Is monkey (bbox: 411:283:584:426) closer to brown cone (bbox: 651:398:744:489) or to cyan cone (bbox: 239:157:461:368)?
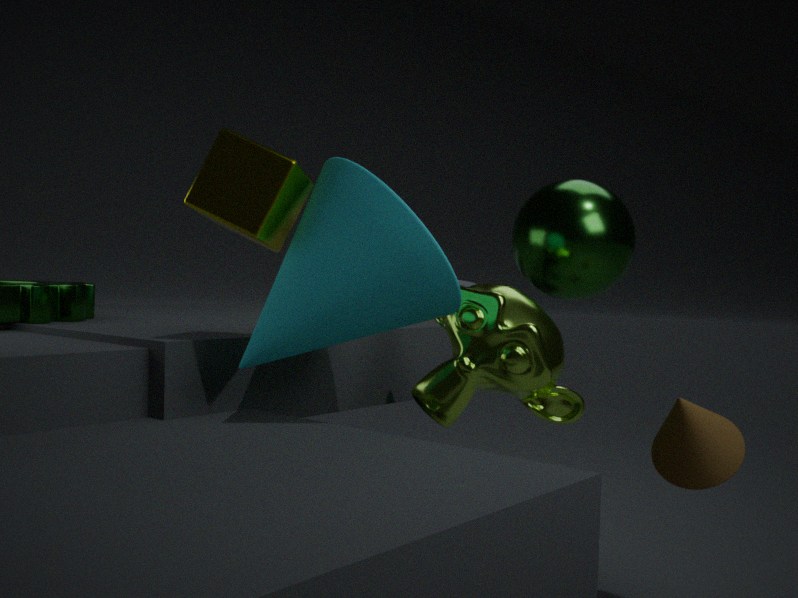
cyan cone (bbox: 239:157:461:368)
